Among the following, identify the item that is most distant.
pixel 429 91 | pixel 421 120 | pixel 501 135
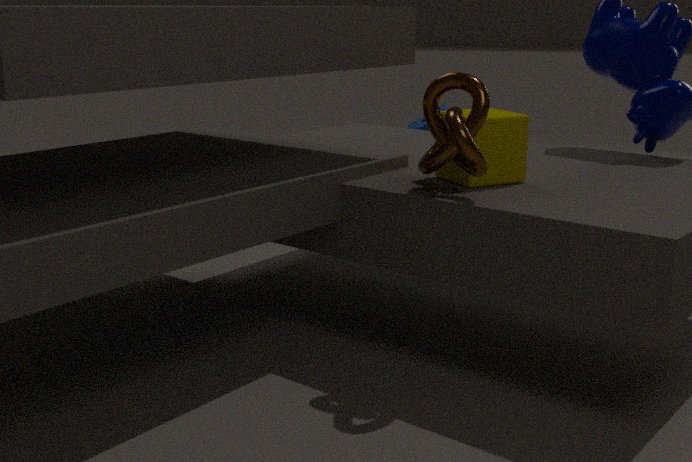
pixel 421 120
